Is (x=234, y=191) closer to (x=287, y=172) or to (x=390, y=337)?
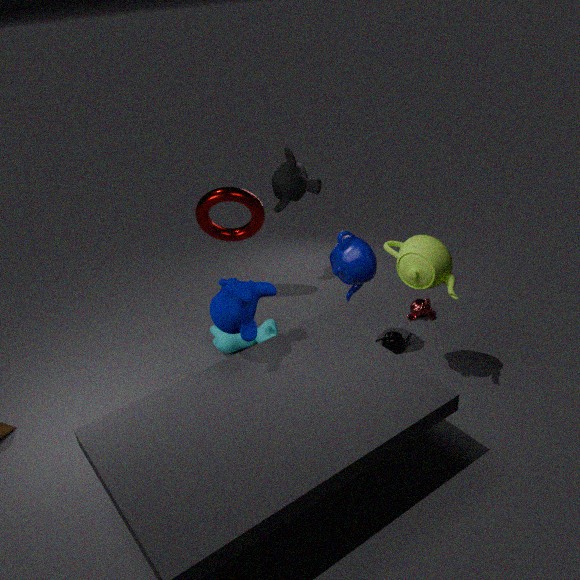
(x=287, y=172)
